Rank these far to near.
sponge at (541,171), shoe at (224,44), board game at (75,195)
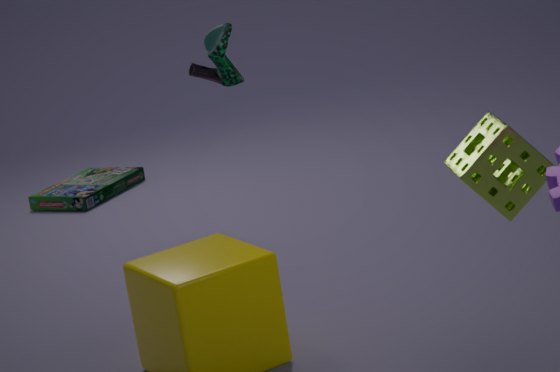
1. board game at (75,195)
2. shoe at (224,44)
3. sponge at (541,171)
